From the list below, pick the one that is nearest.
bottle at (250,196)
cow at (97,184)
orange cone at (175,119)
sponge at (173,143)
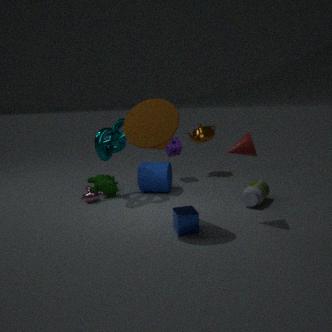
orange cone at (175,119)
